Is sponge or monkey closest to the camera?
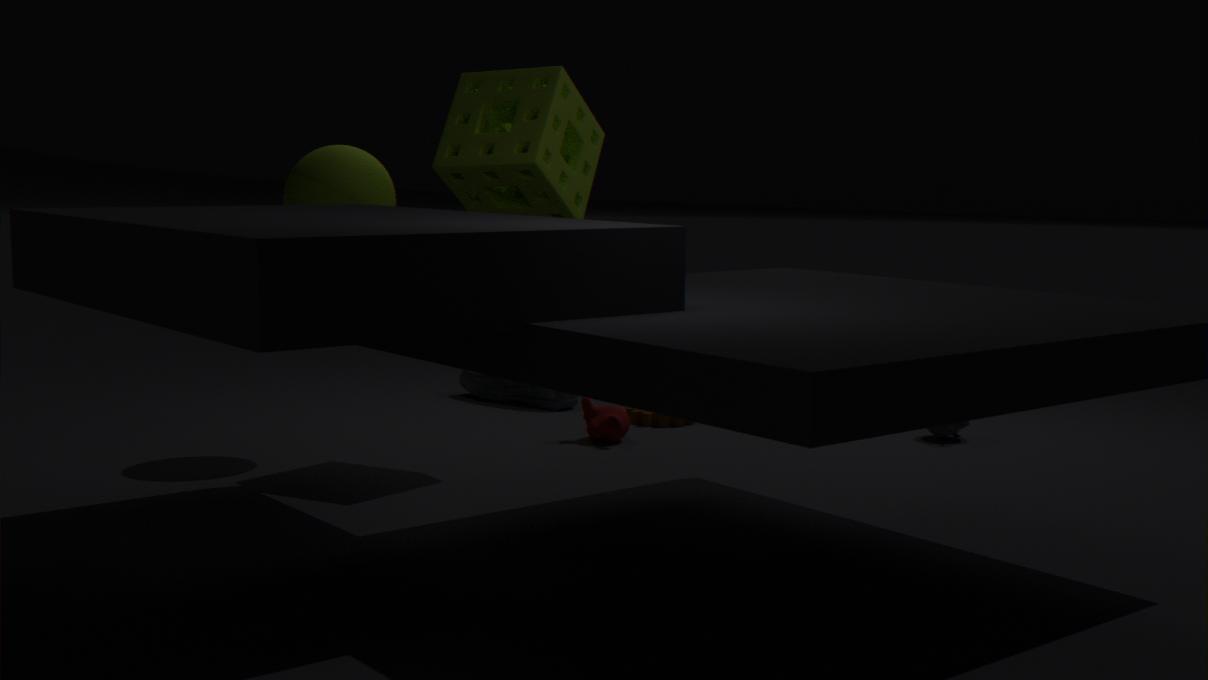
sponge
